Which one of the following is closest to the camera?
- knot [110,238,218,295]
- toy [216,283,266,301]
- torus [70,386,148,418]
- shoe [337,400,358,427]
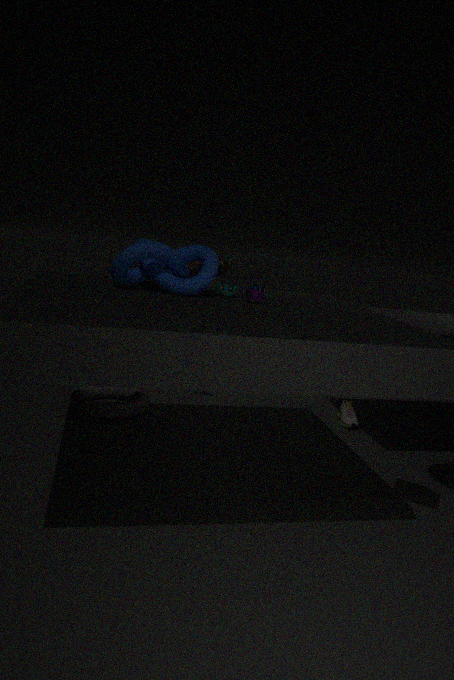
knot [110,238,218,295]
